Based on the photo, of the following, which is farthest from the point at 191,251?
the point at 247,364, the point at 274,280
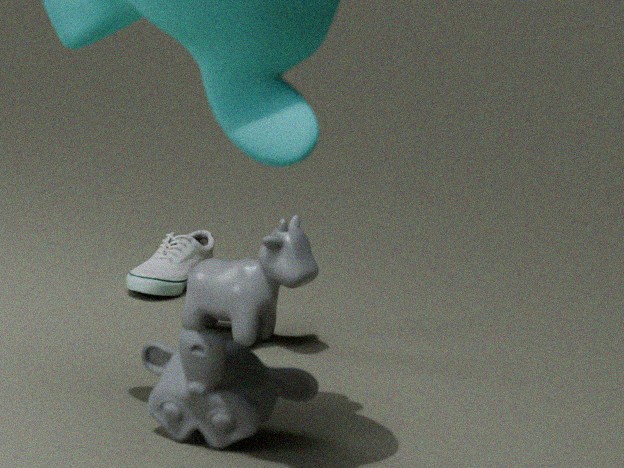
the point at 247,364
